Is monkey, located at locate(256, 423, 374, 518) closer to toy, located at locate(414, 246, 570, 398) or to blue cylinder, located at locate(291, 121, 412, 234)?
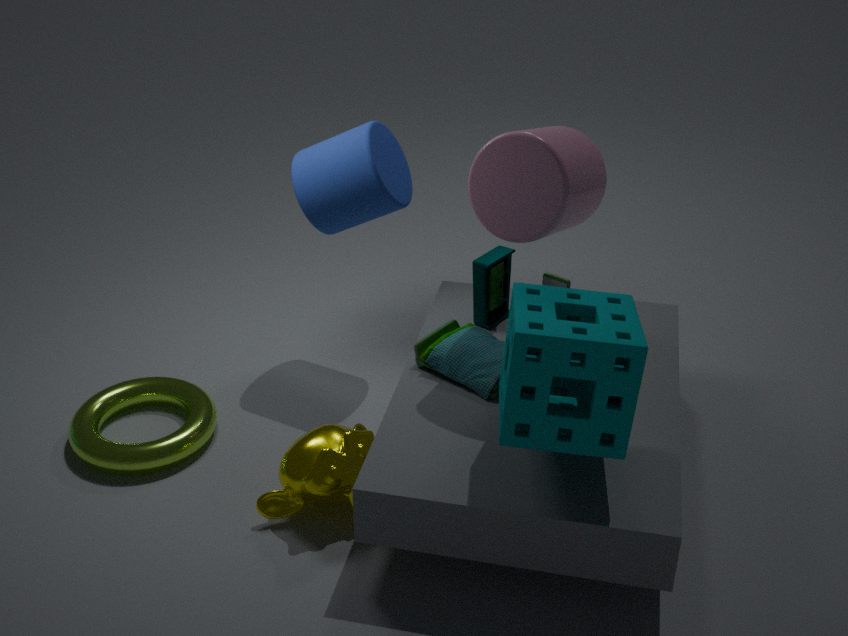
toy, located at locate(414, 246, 570, 398)
